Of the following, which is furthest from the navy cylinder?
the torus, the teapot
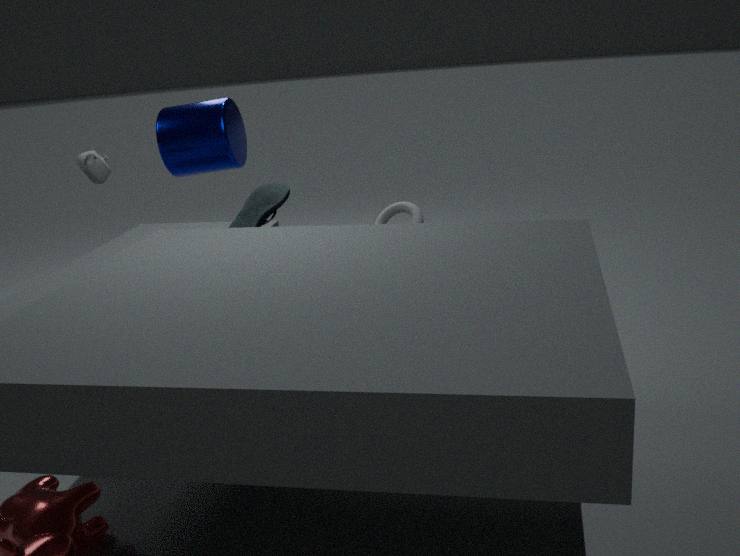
the torus
